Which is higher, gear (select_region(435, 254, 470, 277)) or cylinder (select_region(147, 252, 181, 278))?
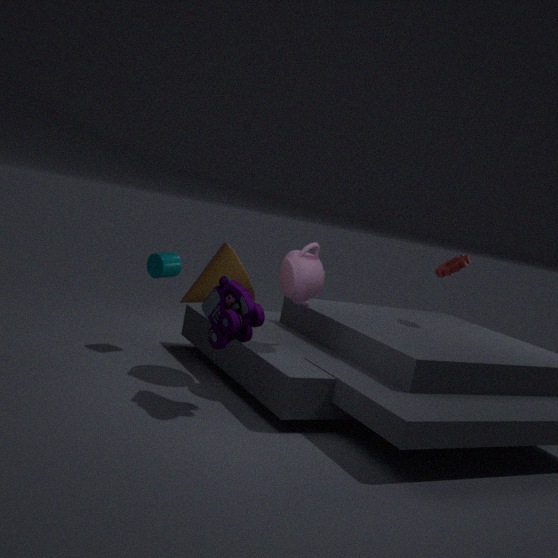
gear (select_region(435, 254, 470, 277))
